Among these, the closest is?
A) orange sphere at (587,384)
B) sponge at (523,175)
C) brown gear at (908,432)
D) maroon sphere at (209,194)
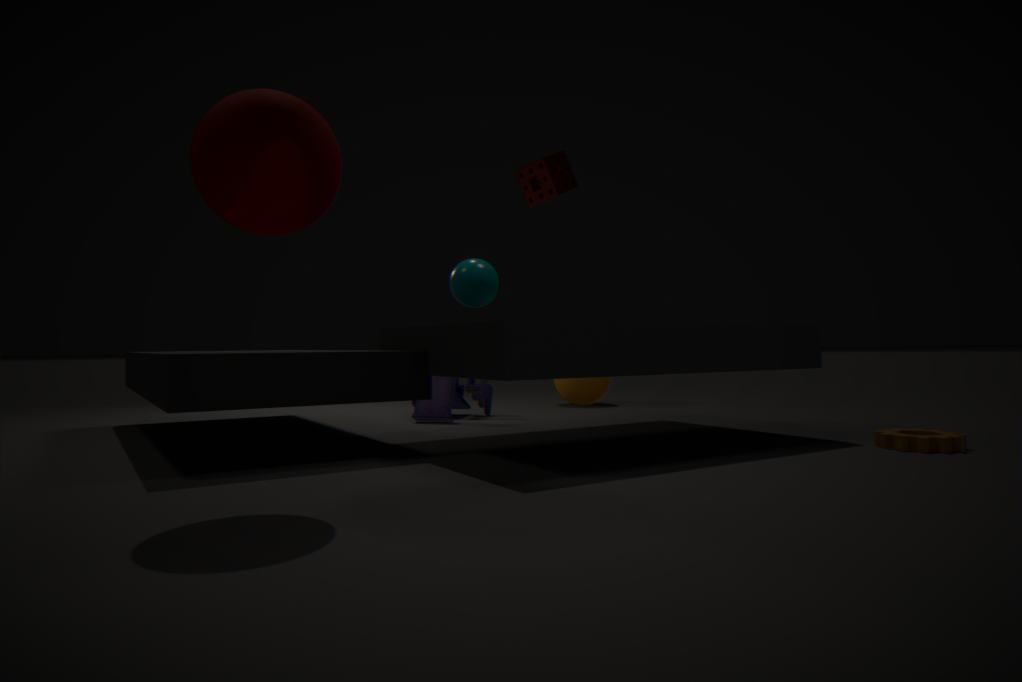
maroon sphere at (209,194)
